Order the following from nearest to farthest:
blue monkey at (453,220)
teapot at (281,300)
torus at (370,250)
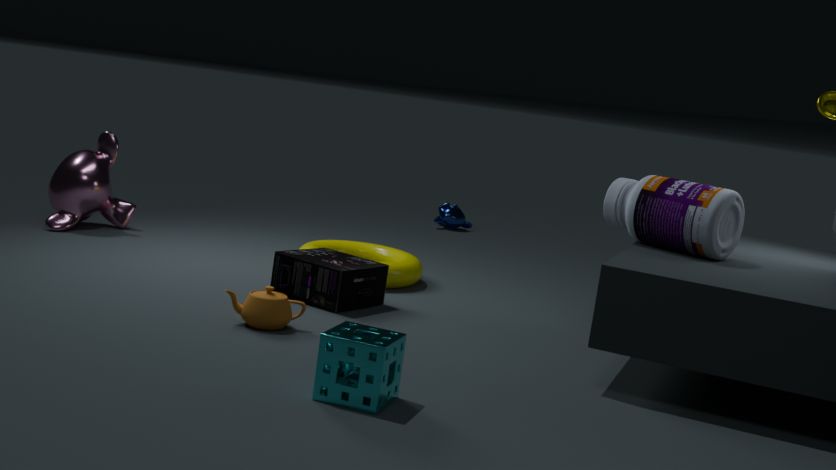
teapot at (281,300)
torus at (370,250)
blue monkey at (453,220)
